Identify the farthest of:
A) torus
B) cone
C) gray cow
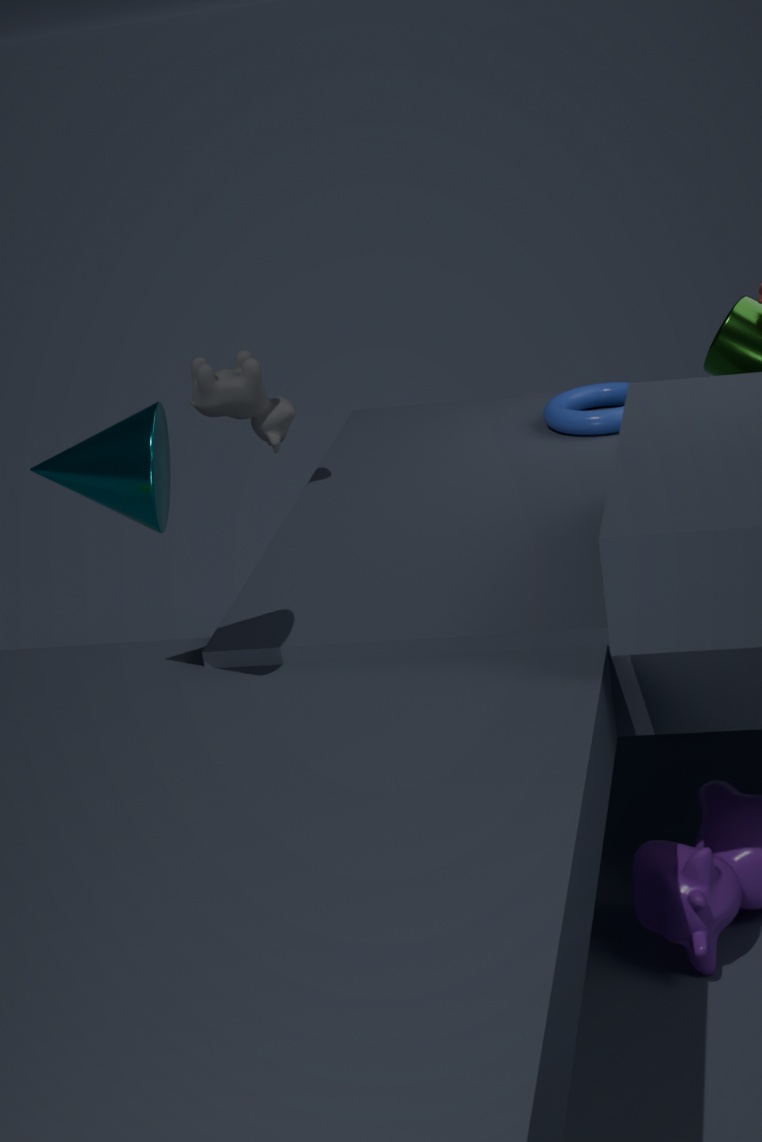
torus
